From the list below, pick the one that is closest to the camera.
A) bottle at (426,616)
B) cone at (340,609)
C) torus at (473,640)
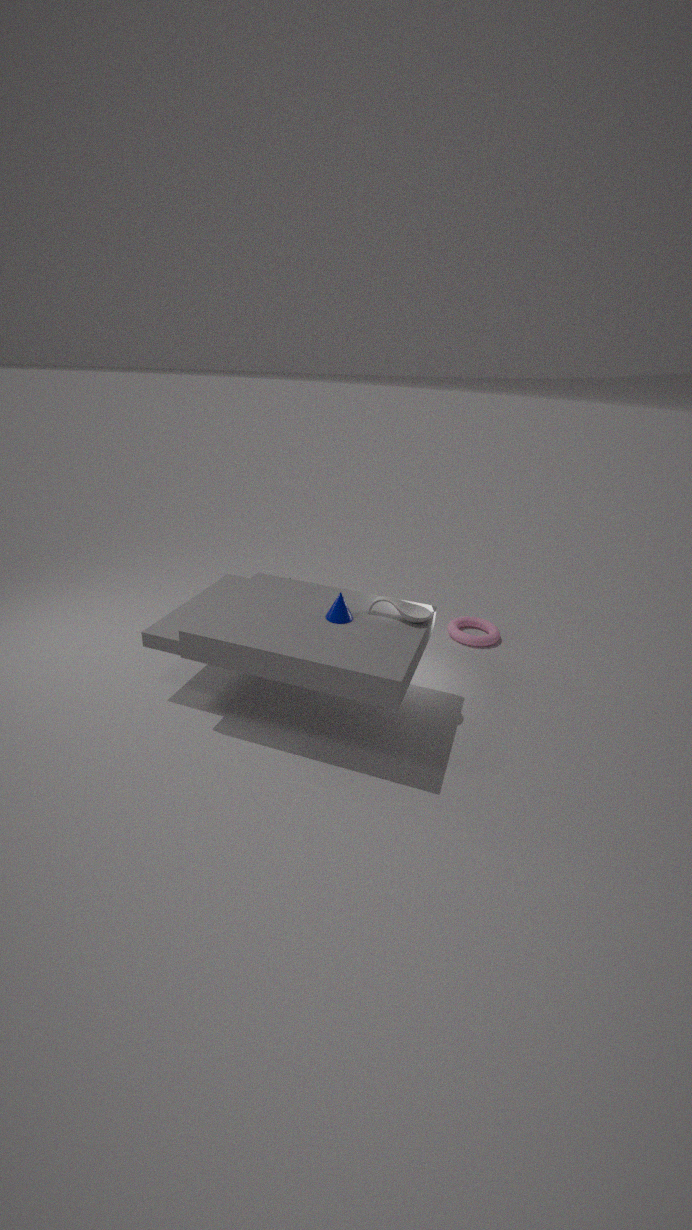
cone at (340,609)
